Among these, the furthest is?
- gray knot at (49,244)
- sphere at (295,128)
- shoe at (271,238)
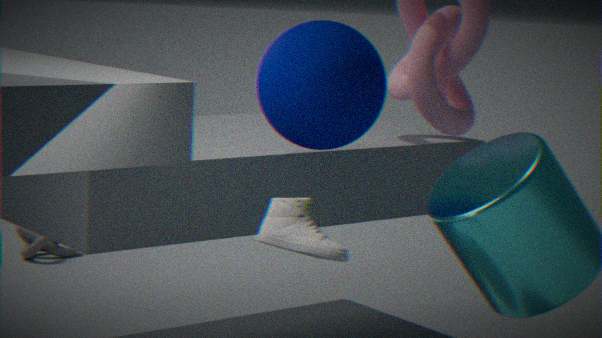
gray knot at (49,244)
